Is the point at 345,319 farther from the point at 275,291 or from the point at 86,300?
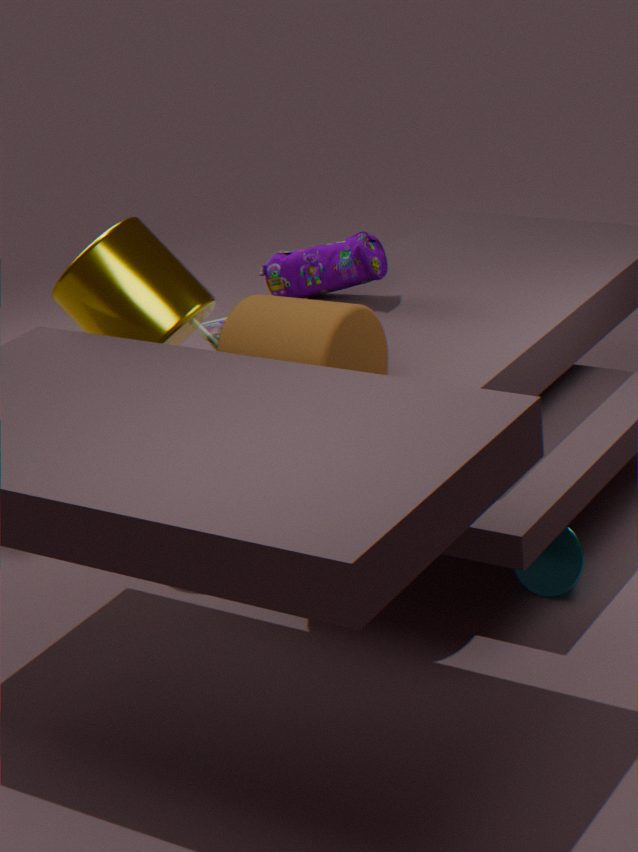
the point at 275,291
